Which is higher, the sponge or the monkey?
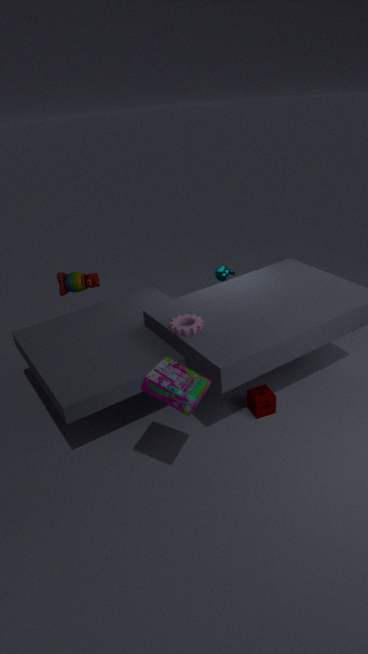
the monkey
